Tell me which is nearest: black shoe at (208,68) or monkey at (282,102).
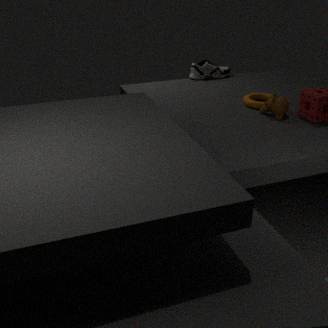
monkey at (282,102)
